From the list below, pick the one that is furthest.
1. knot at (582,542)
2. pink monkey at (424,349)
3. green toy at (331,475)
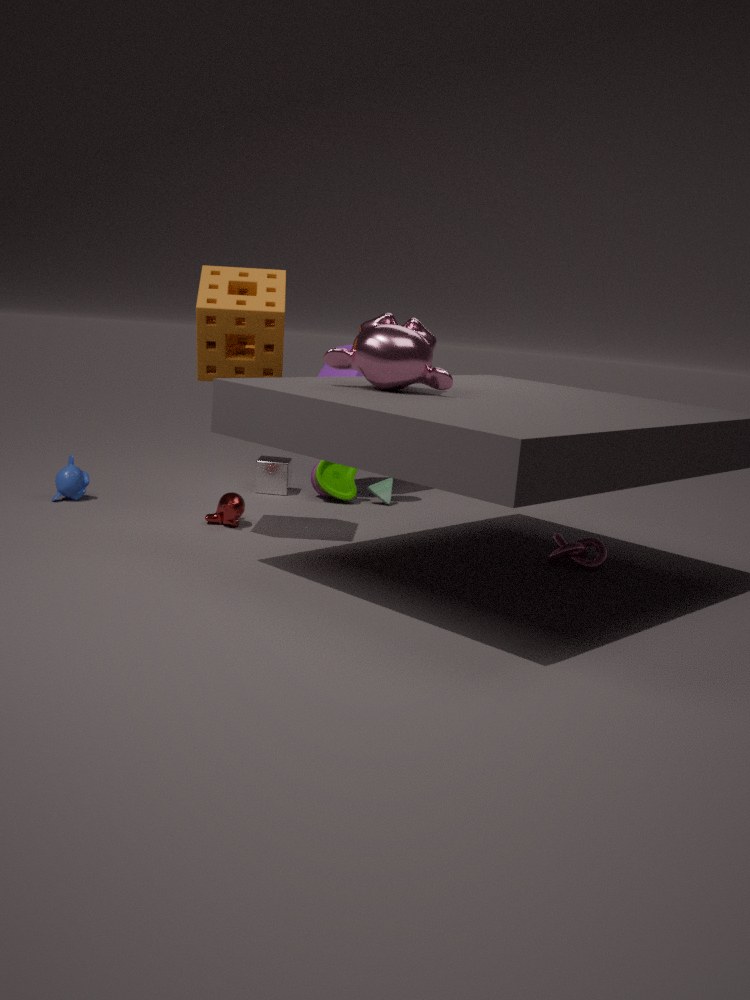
green toy at (331,475)
